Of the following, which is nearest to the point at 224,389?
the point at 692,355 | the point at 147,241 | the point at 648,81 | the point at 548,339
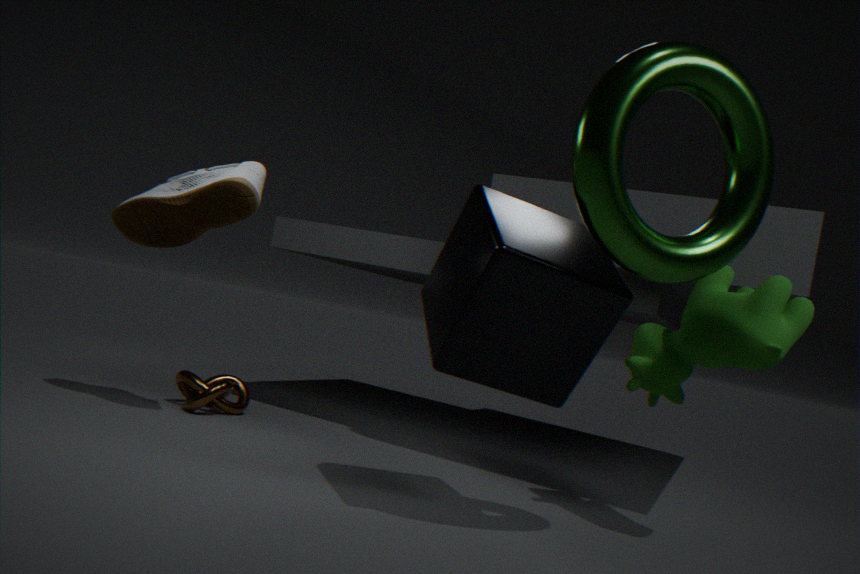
the point at 147,241
